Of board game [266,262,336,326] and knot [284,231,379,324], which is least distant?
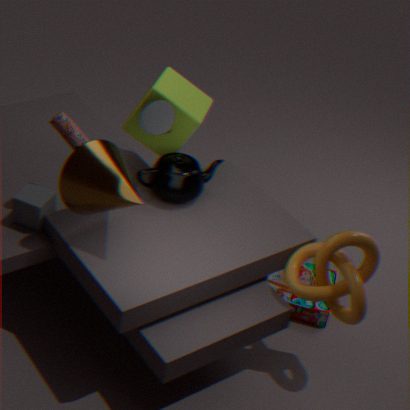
knot [284,231,379,324]
